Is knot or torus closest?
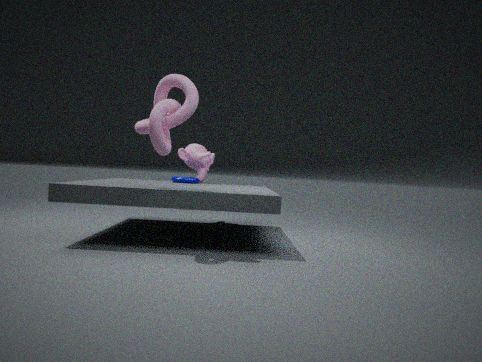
knot
